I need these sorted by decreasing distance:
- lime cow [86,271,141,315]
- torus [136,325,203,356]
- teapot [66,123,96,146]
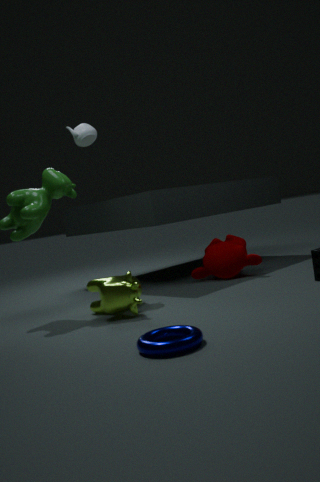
teapot [66,123,96,146] < lime cow [86,271,141,315] < torus [136,325,203,356]
